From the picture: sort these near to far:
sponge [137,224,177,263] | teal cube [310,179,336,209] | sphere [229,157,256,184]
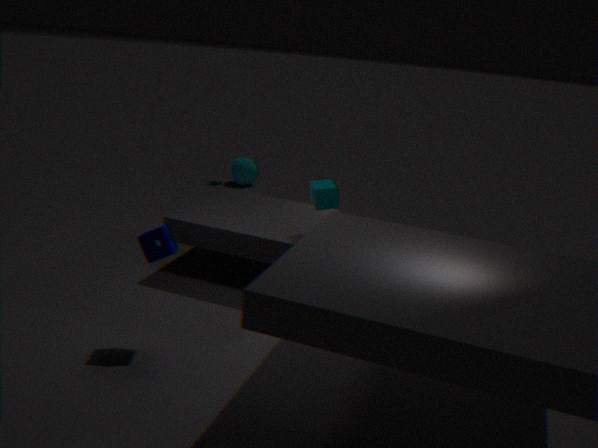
1. sponge [137,224,177,263]
2. teal cube [310,179,336,209]
3. sphere [229,157,256,184]
